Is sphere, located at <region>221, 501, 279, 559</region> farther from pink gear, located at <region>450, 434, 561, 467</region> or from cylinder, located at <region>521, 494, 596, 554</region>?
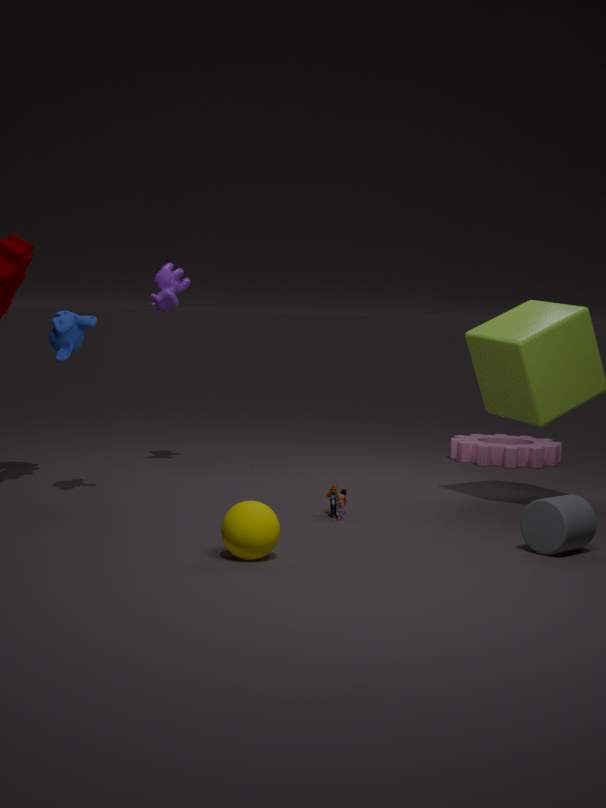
pink gear, located at <region>450, 434, 561, 467</region>
